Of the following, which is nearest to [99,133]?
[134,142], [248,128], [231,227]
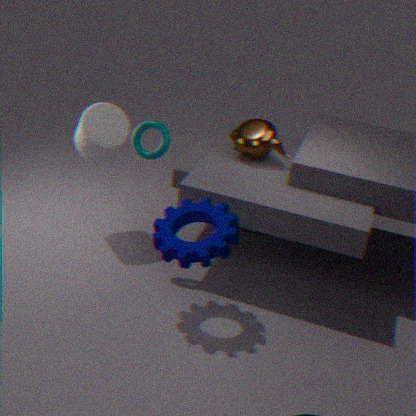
[134,142]
